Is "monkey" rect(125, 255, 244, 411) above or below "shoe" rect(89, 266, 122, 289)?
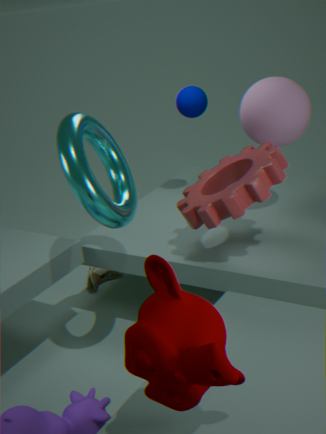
above
